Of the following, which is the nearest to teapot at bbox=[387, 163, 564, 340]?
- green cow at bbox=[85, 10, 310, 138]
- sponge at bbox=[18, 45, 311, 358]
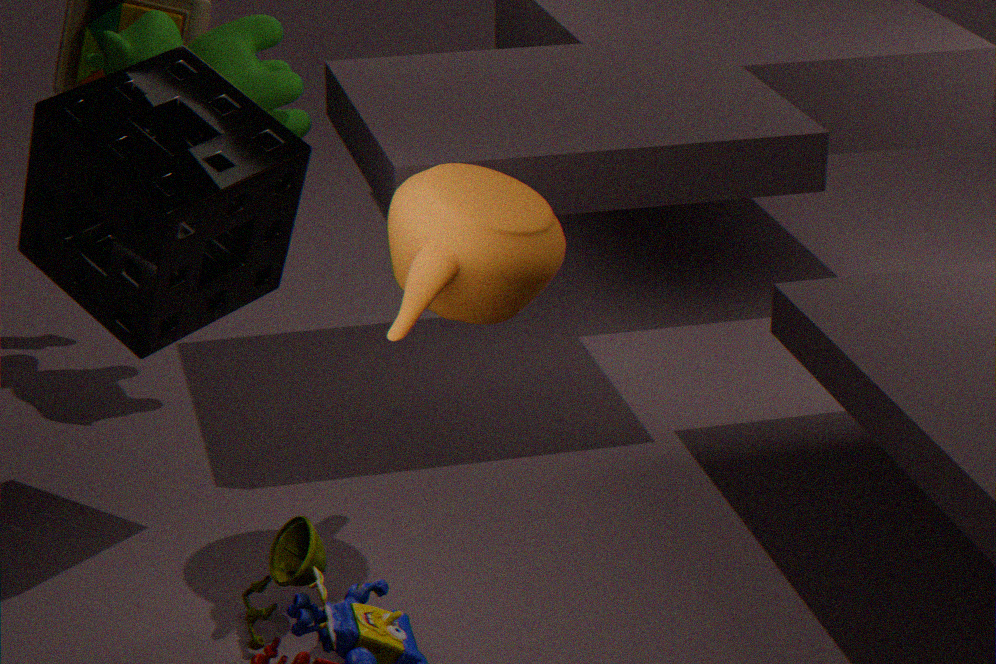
sponge at bbox=[18, 45, 311, 358]
